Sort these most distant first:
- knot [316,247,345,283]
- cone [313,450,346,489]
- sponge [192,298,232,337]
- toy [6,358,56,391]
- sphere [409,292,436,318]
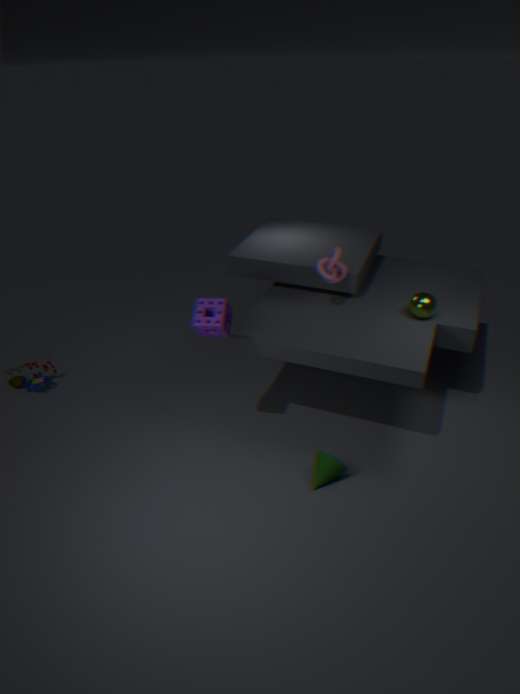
toy [6,358,56,391]
knot [316,247,345,283]
sphere [409,292,436,318]
cone [313,450,346,489]
sponge [192,298,232,337]
